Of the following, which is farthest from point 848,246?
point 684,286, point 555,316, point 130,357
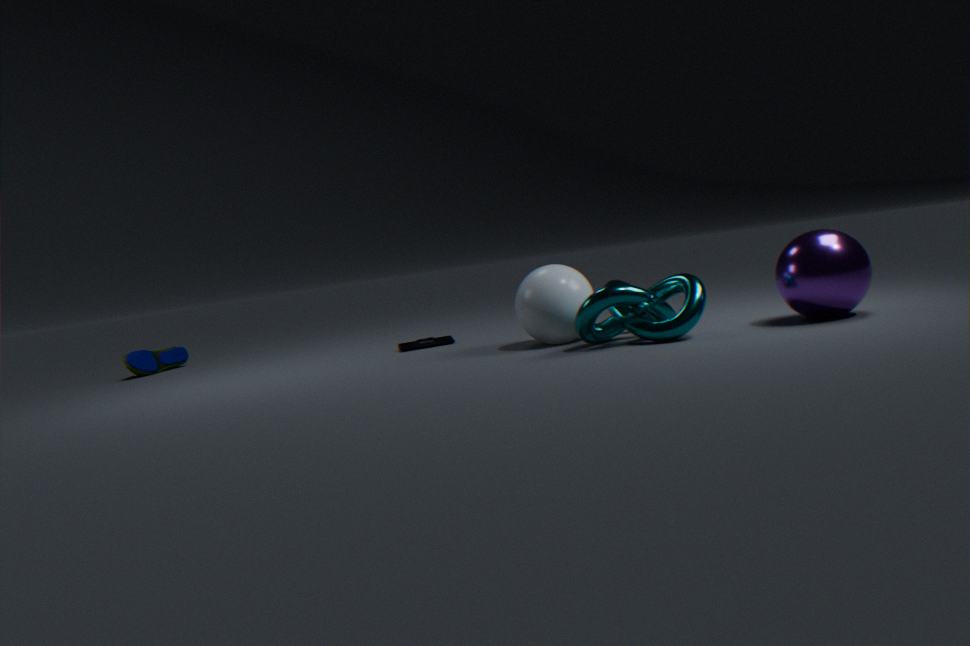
point 130,357
